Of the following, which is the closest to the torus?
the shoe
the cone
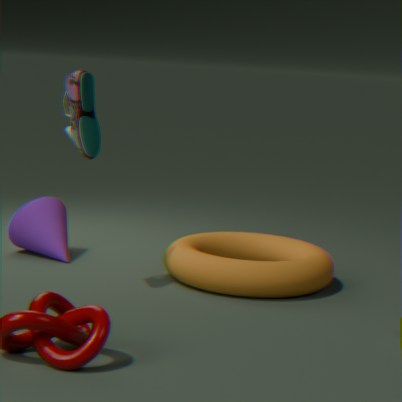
the cone
